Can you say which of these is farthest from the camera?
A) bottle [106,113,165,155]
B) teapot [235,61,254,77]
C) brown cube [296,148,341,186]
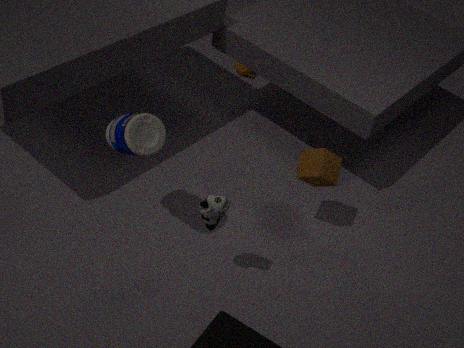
teapot [235,61,254,77]
